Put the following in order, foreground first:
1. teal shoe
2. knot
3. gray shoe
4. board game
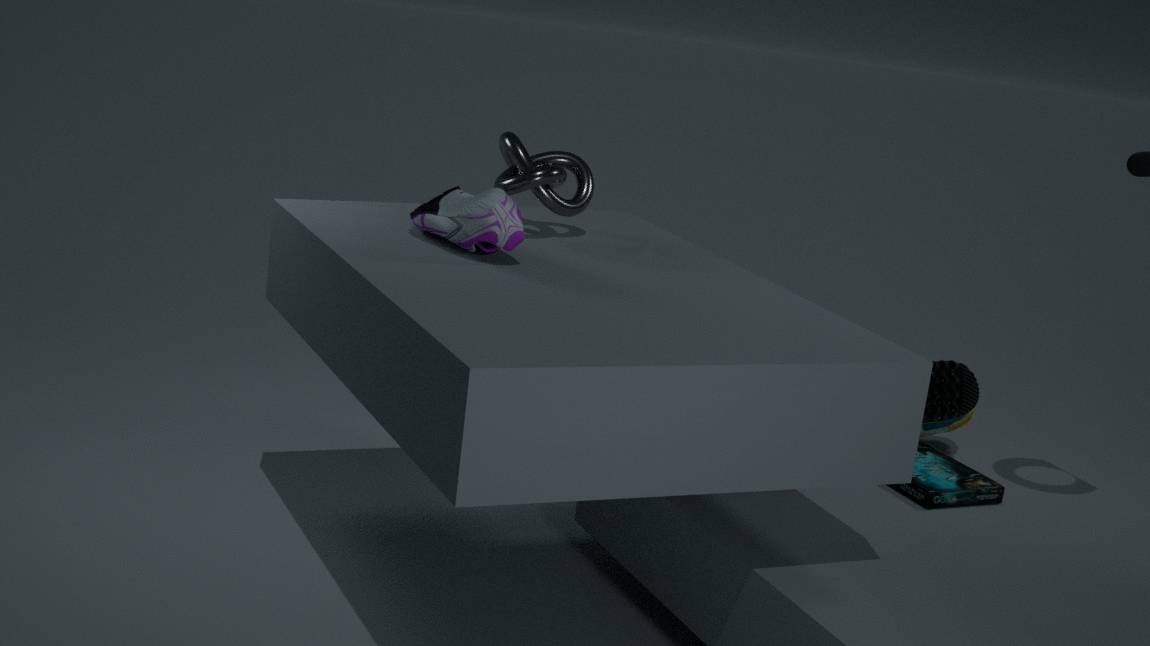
1. gray shoe
2. board game
3. knot
4. teal shoe
